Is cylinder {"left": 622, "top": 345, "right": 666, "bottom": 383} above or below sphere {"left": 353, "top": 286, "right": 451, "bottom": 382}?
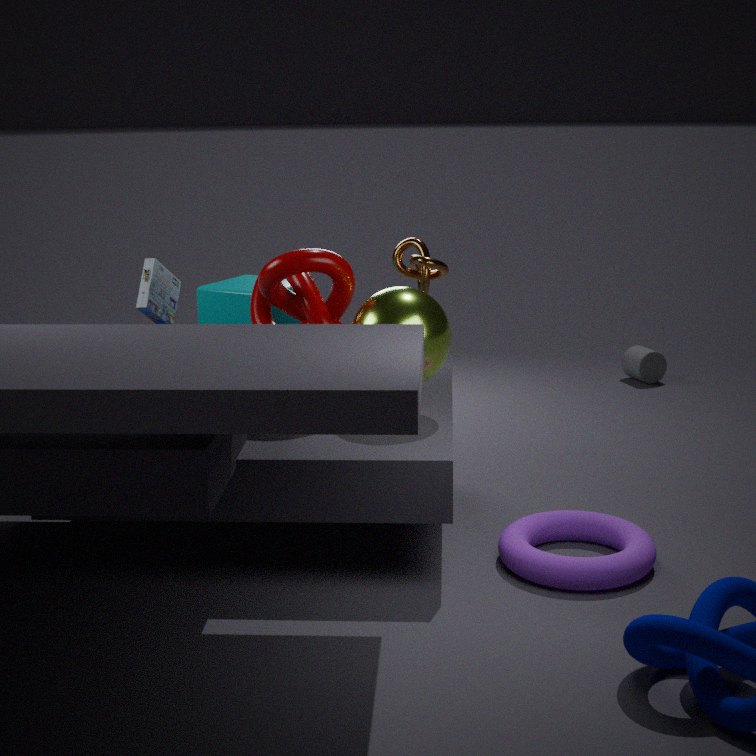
below
